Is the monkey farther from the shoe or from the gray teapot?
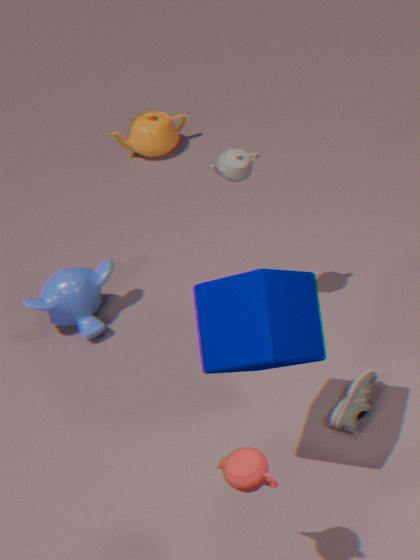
the shoe
